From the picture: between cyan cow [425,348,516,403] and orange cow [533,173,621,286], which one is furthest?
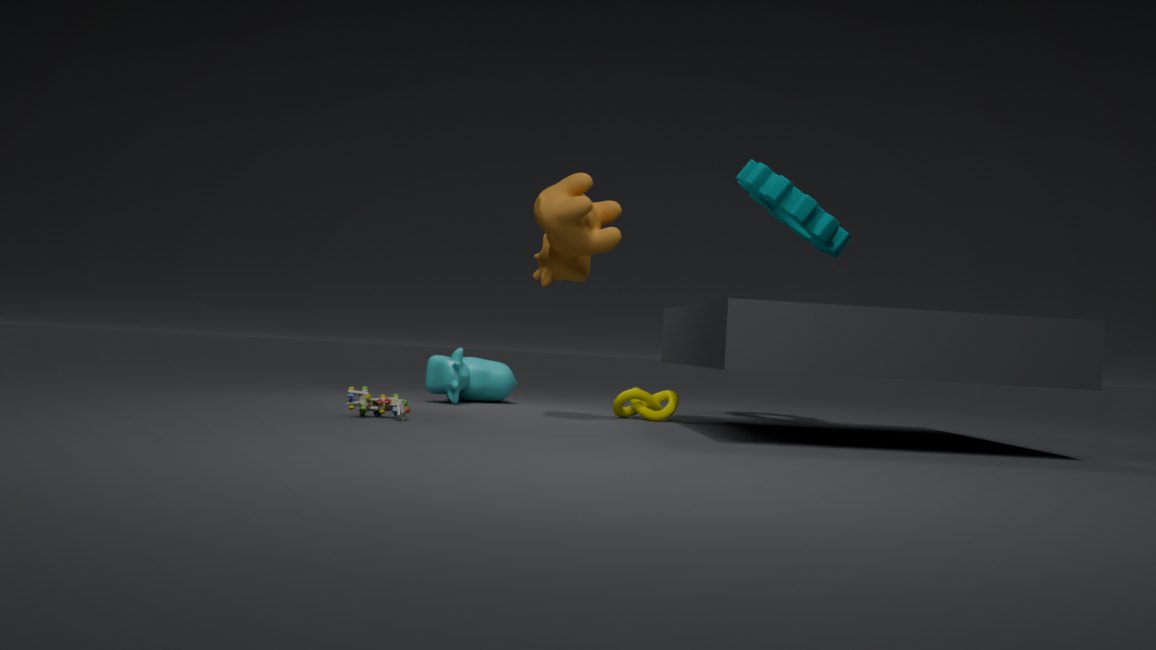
cyan cow [425,348,516,403]
